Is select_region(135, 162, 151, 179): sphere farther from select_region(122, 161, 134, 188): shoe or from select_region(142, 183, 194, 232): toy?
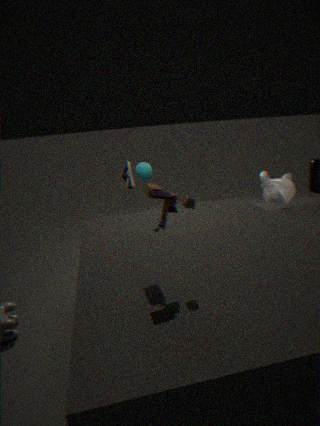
select_region(142, 183, 194, 232): toy
